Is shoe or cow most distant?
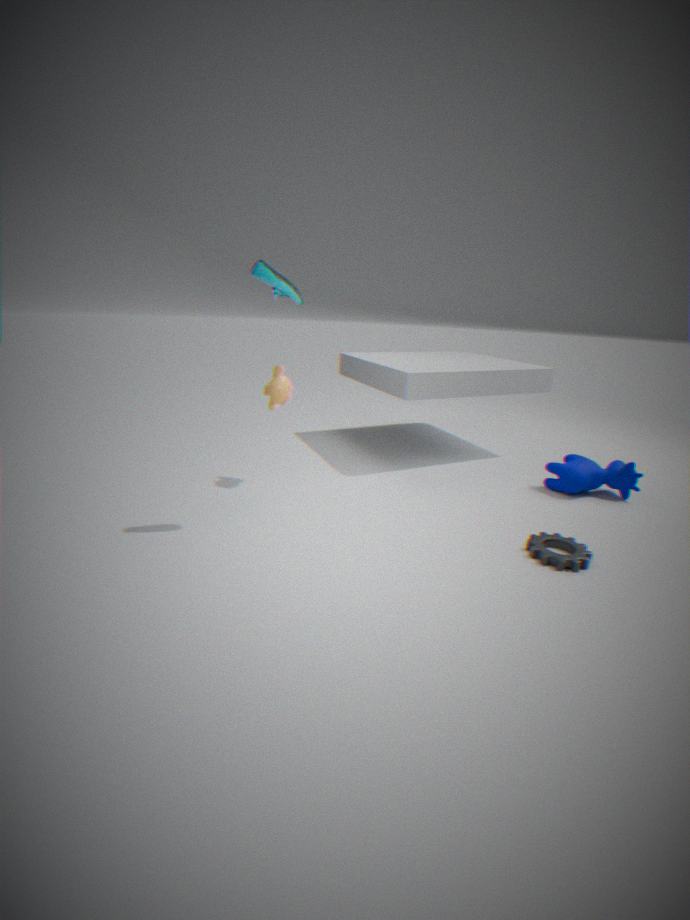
cow
